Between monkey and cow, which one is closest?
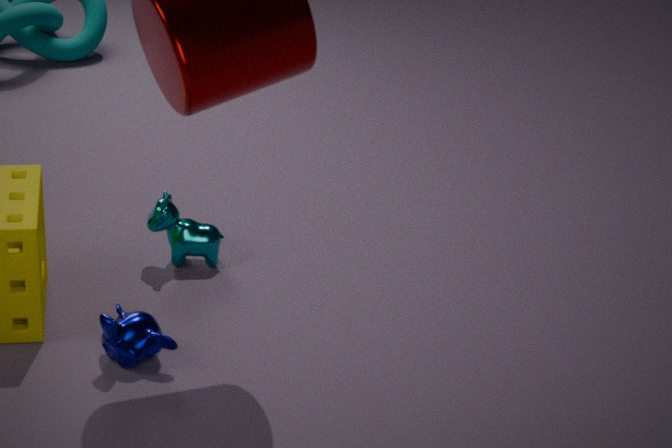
monkey
